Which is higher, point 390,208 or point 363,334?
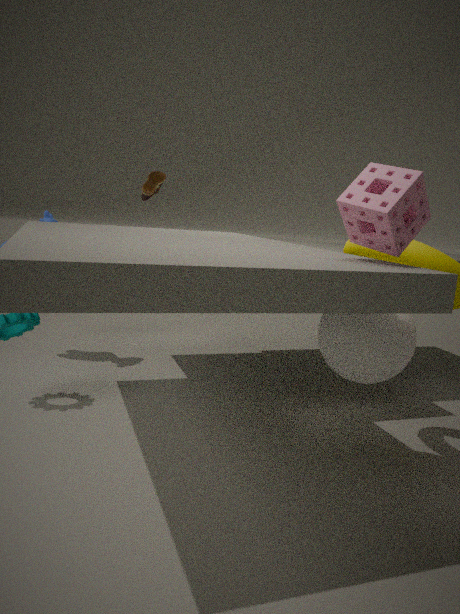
point 390,208
